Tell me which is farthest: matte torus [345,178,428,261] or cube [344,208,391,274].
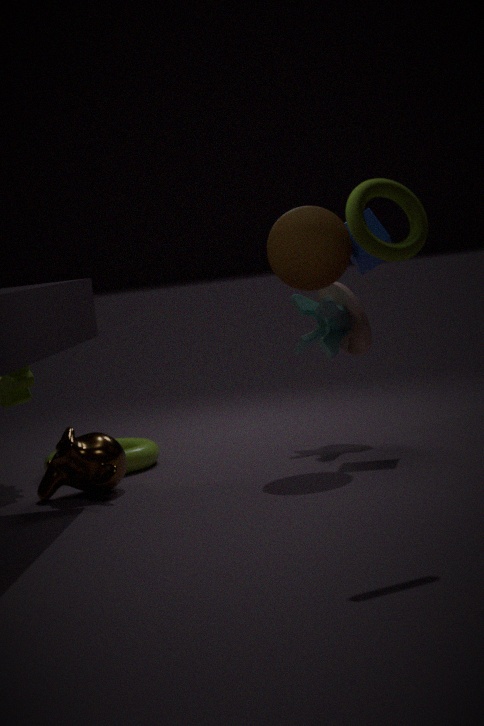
cube [344,208,391,274]
